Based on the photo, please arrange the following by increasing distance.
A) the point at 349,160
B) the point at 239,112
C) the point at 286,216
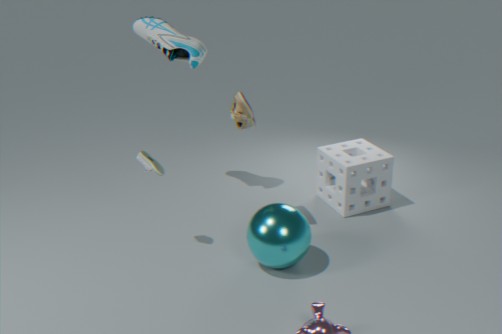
the point at 286,216, the point at 239,112, the point at 349,160
